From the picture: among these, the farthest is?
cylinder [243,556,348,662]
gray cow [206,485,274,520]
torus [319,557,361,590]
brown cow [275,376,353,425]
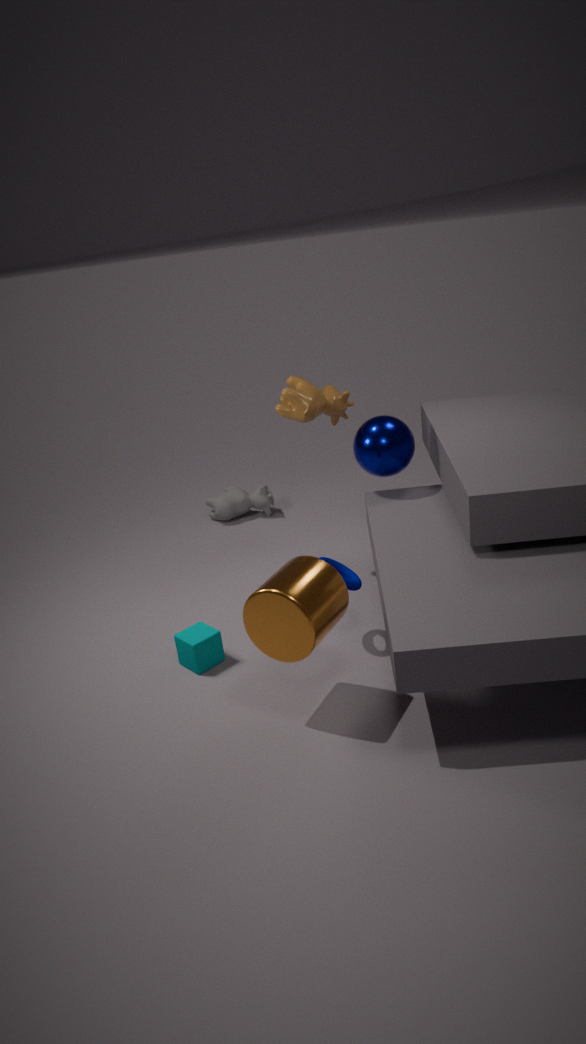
gray cow [206,485,274,520]
